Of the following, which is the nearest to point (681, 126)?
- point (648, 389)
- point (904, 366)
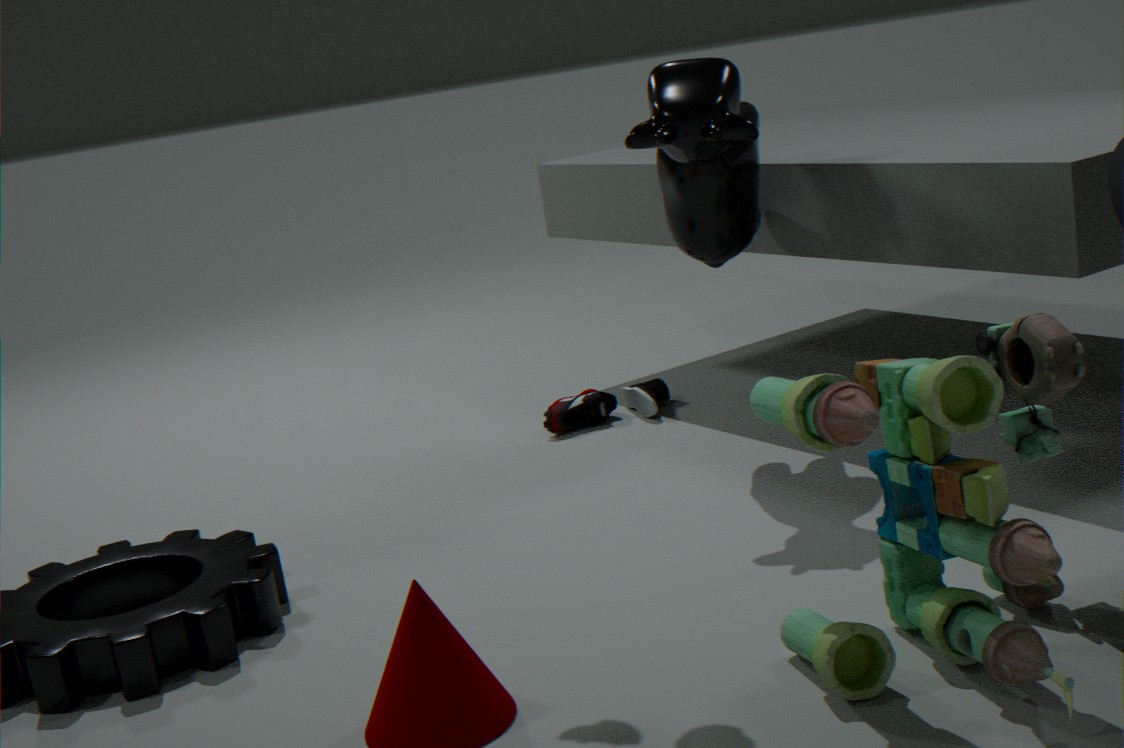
point (648, 389)
